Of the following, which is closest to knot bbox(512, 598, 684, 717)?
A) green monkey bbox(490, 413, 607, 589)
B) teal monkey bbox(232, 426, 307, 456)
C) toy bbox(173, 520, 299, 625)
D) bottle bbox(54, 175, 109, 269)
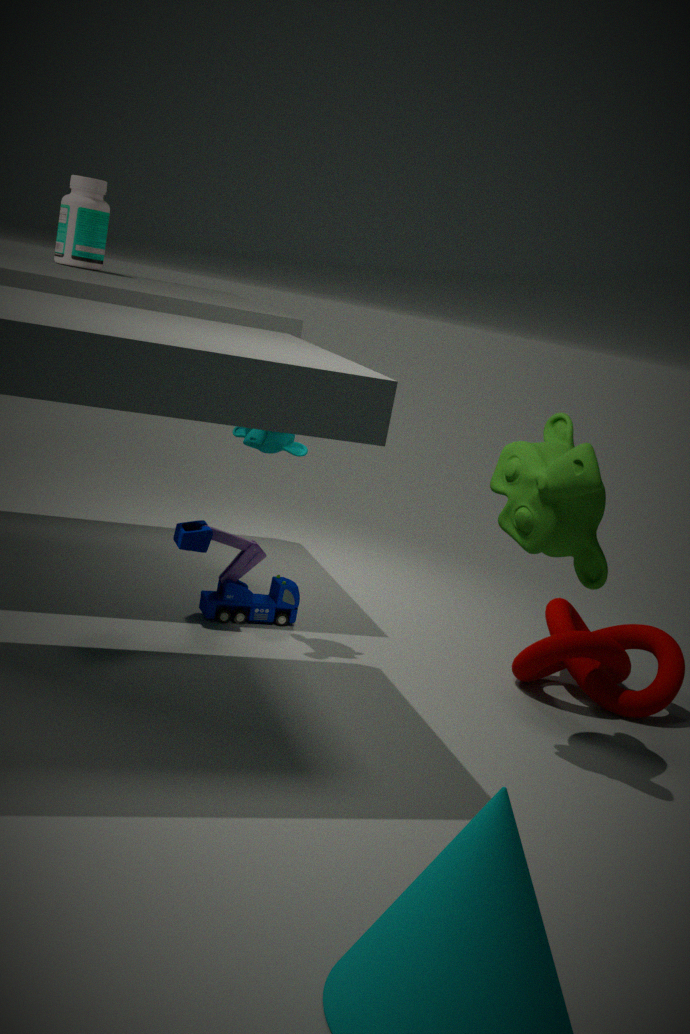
green monkey bbox(490, 413, 607, 589)
